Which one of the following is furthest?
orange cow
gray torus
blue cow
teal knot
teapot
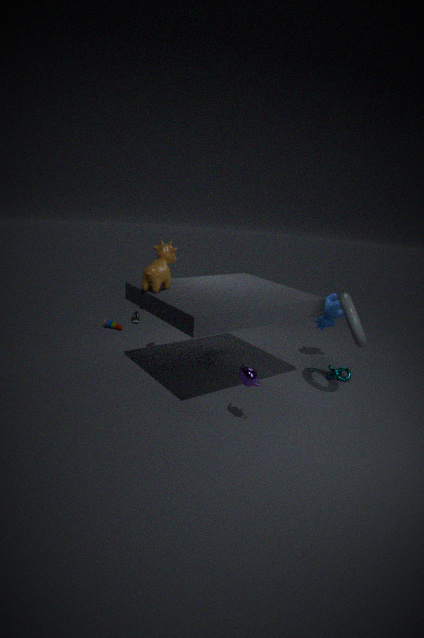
blue cow
